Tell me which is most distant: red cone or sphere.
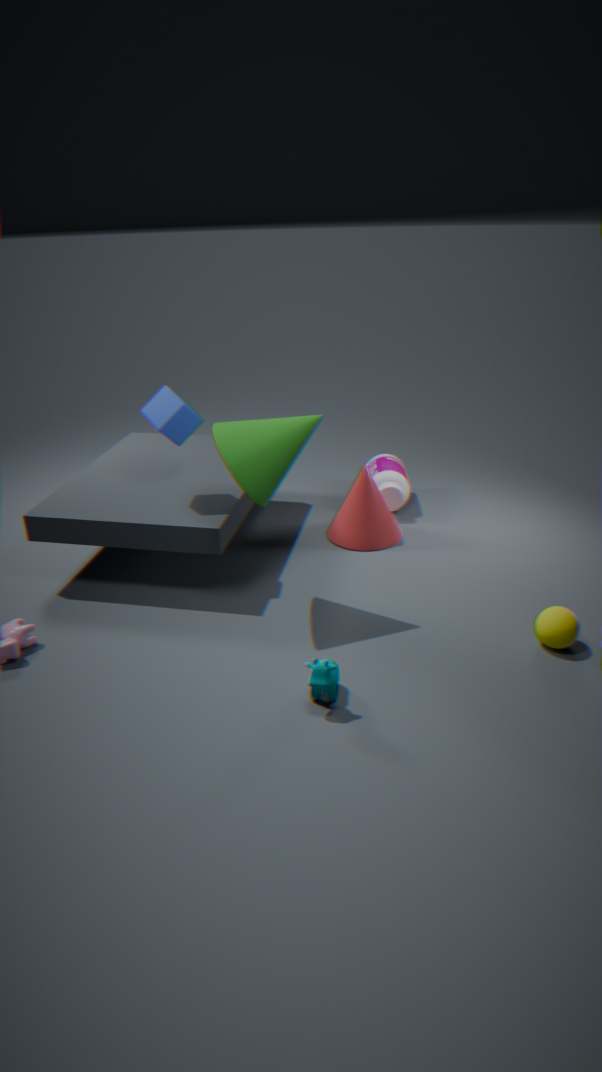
red cone
